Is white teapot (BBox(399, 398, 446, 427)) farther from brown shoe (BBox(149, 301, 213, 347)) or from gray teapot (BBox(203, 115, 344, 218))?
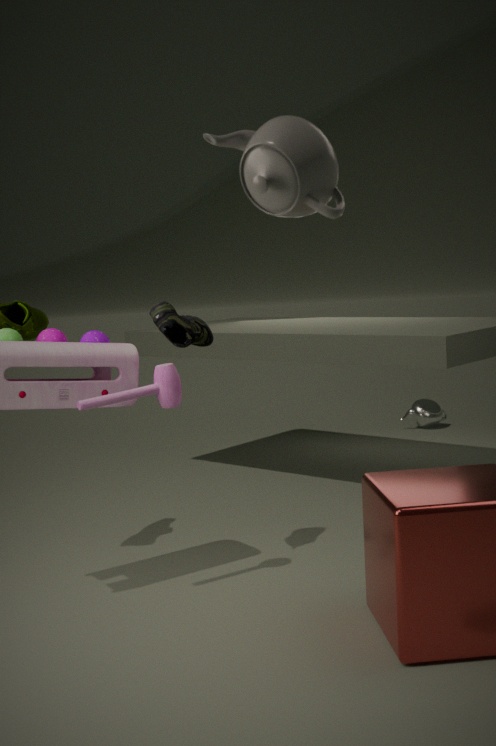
gray teapot (BBox(203, 115, 344, 218))
